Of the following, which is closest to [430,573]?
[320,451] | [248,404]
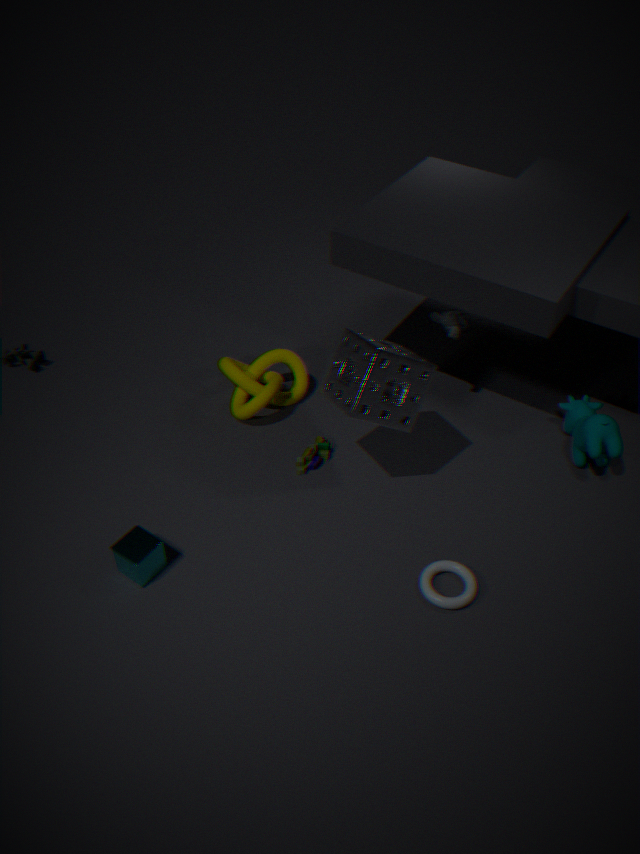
[320,451]
